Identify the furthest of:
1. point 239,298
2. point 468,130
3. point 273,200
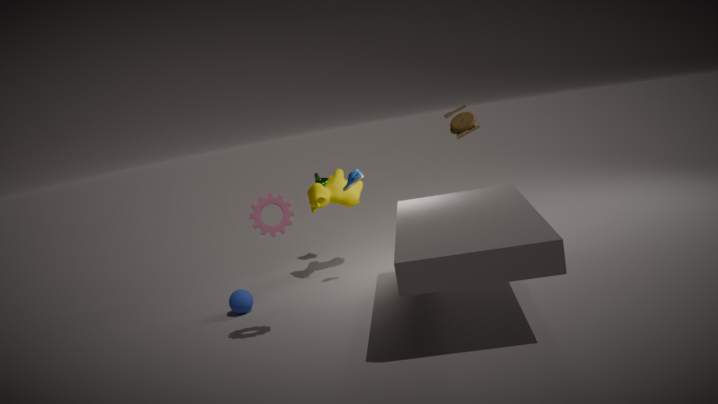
point 468,130
